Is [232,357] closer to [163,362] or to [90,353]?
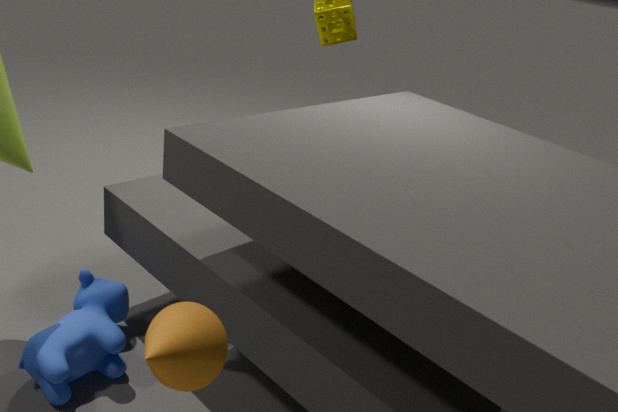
[90,353]
